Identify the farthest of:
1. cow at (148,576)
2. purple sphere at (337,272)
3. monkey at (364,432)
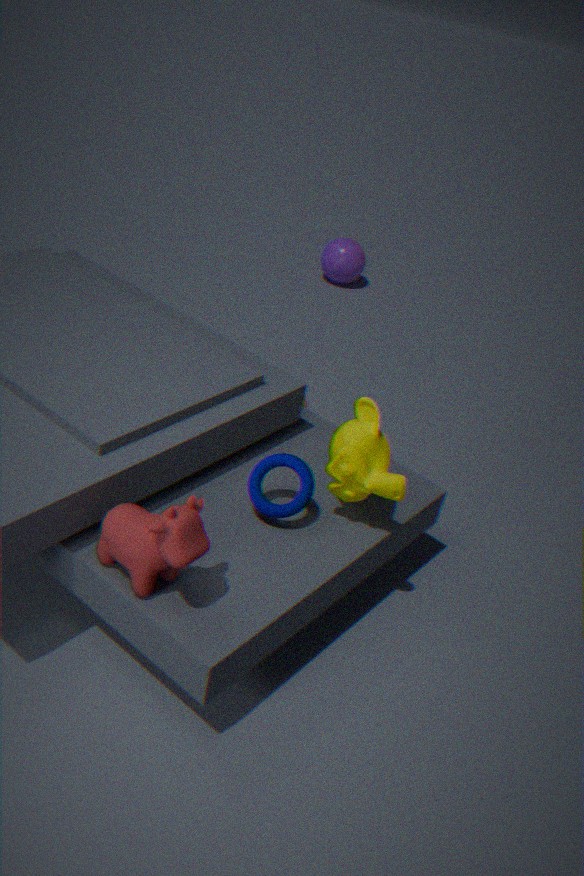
purple sphere at (337,272)
